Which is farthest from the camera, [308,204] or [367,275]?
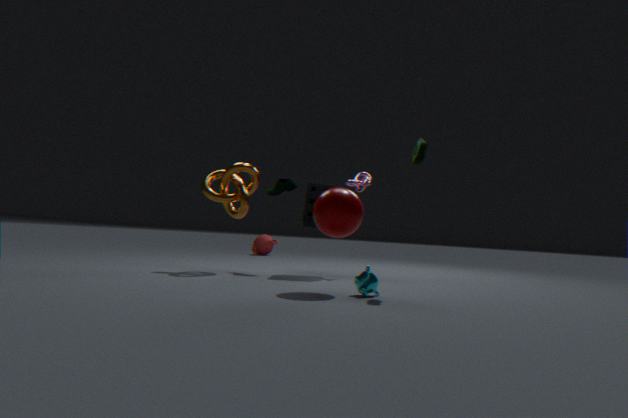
[308,204]
